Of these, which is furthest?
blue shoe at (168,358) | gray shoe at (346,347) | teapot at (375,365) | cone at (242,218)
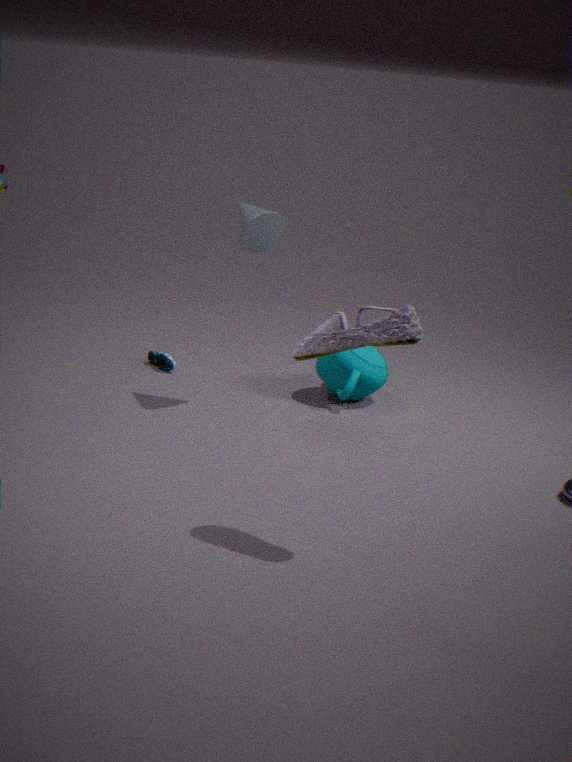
blue shoe at (168,358)
